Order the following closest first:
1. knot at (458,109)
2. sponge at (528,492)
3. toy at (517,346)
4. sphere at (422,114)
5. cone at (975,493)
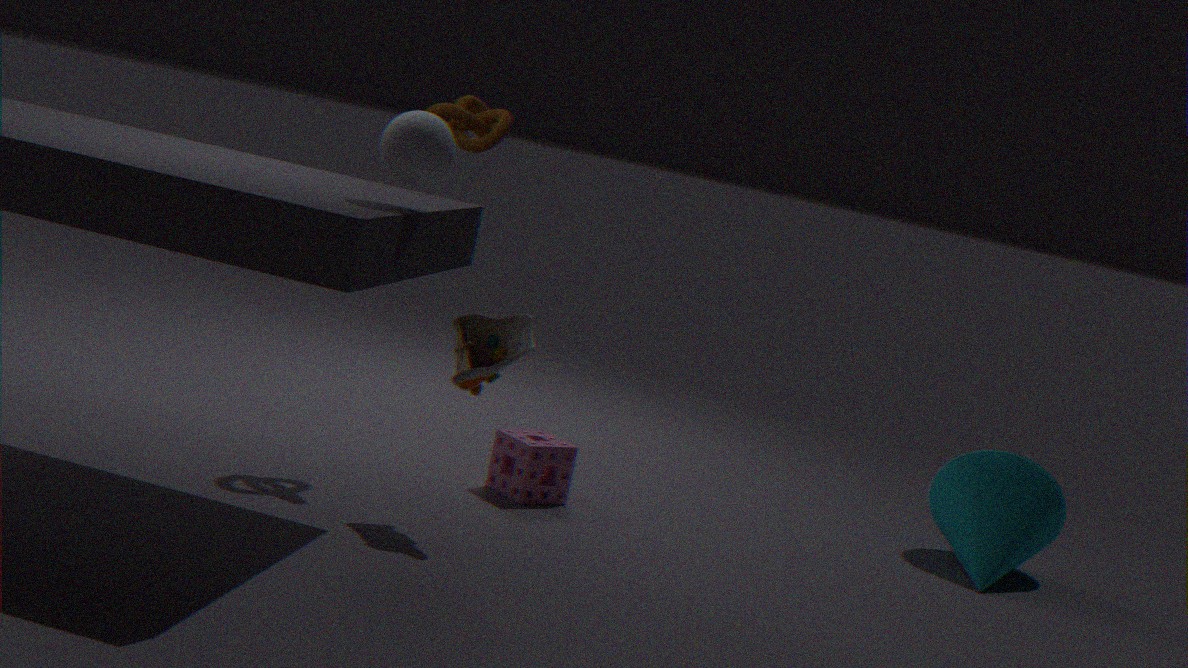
1. sphere at (422,114)
2. toy at (517,346)
3. knot at (458,109)
4. sponge at (528,492)
5. cone at (975,493)
